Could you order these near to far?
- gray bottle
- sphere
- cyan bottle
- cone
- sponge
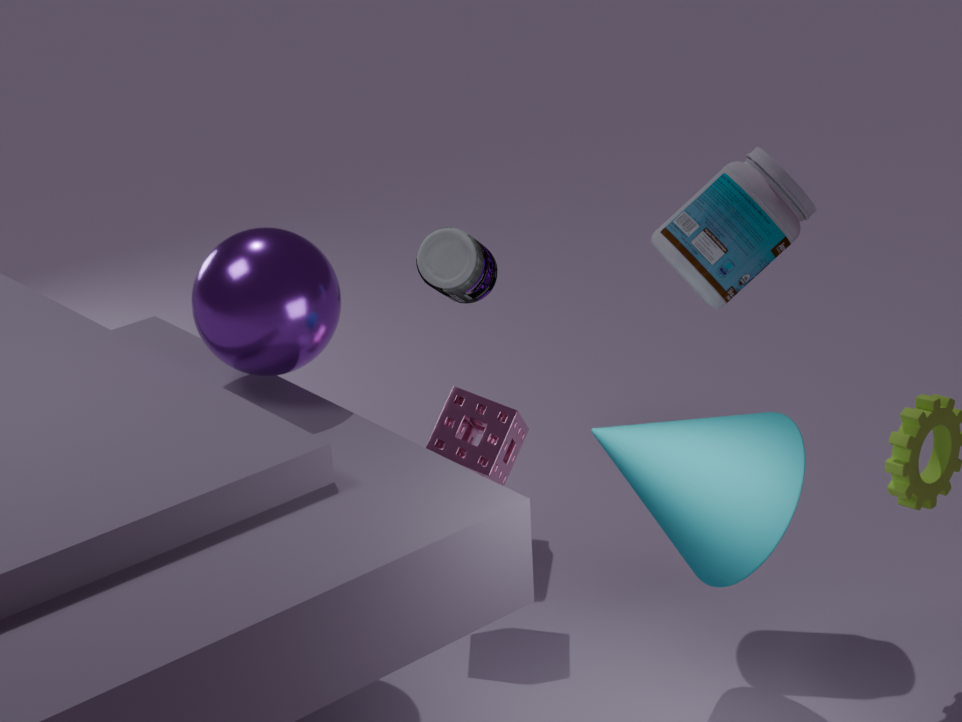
cone < sphere < cyan bottle < sponge < gray bottle
